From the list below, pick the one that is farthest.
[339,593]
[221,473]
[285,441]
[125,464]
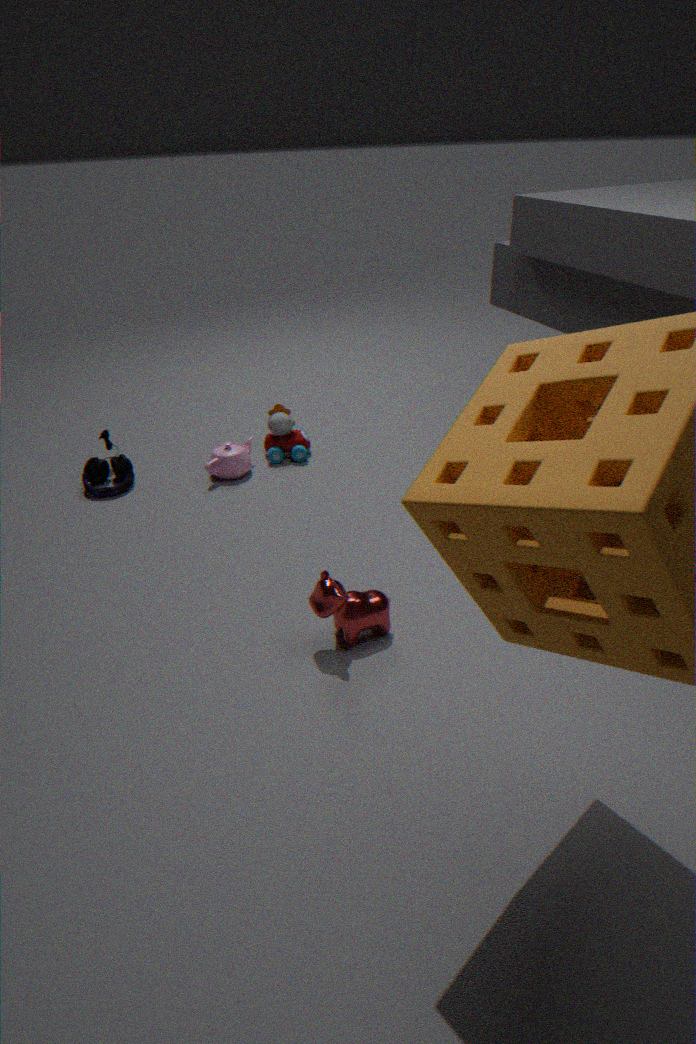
[285,441]
